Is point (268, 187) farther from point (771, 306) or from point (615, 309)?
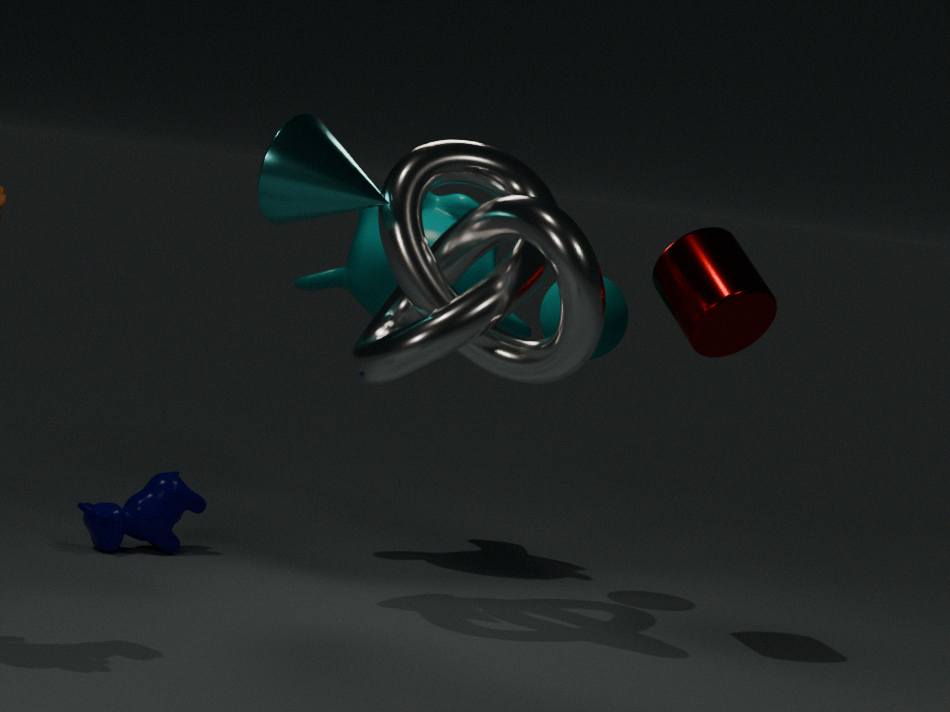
point (771, 306)
